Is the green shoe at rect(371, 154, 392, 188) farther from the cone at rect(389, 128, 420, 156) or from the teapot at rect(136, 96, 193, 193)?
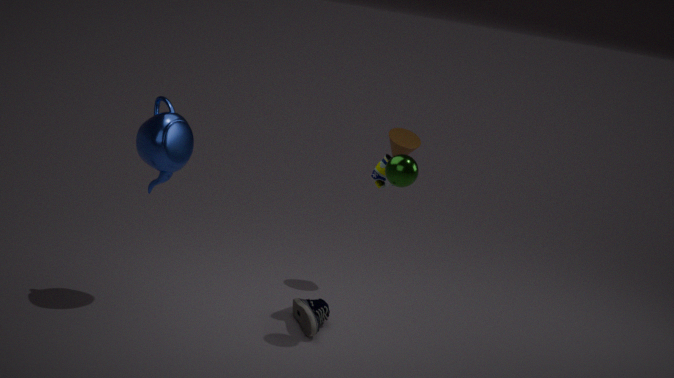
the teapot at rect(136, 96, 193, 193)
